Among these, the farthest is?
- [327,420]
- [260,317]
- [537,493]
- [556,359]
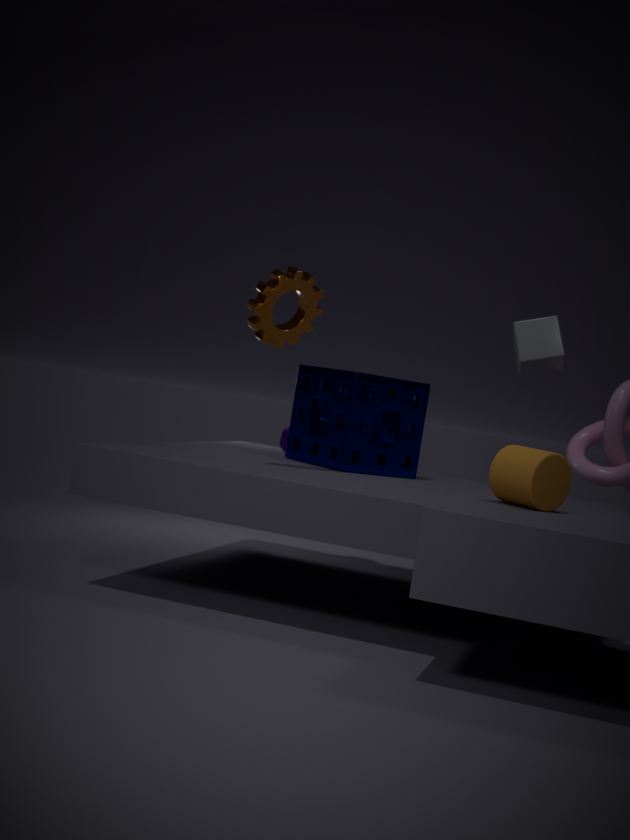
[556,359]
